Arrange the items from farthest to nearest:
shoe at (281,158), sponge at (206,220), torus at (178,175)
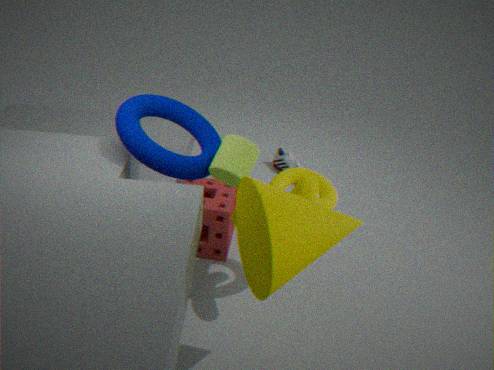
shoe at (281,158) < sponge at (206,220) < torus at (178,175)
